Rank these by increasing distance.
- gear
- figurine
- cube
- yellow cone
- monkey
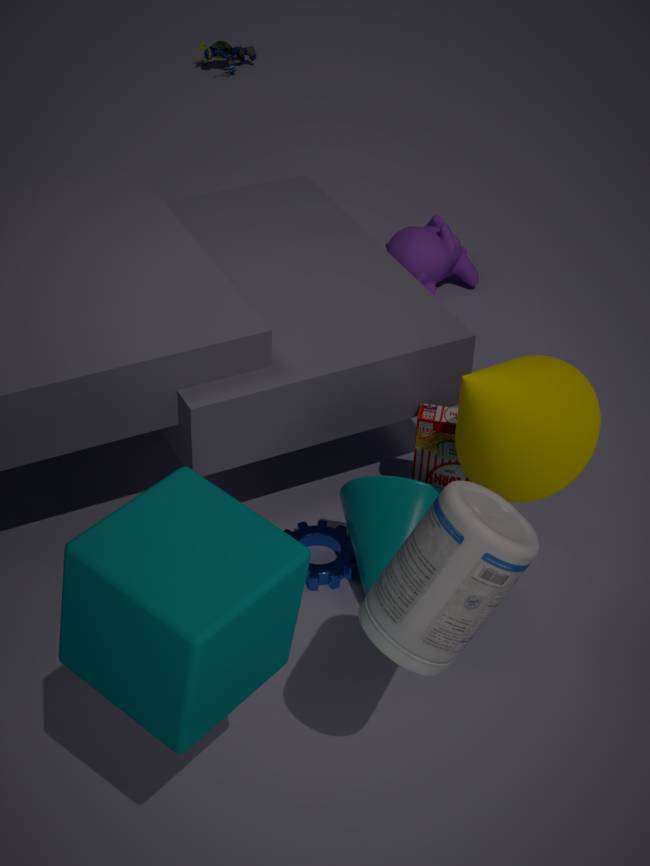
cube, yellow cone, gear, monkey, figurine
